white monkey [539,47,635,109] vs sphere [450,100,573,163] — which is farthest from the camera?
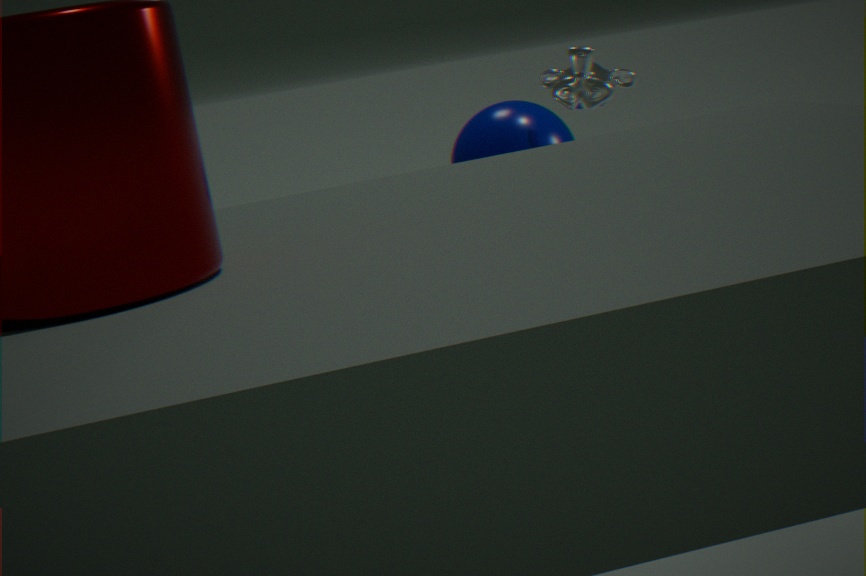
sphere [450,100,573,163]
